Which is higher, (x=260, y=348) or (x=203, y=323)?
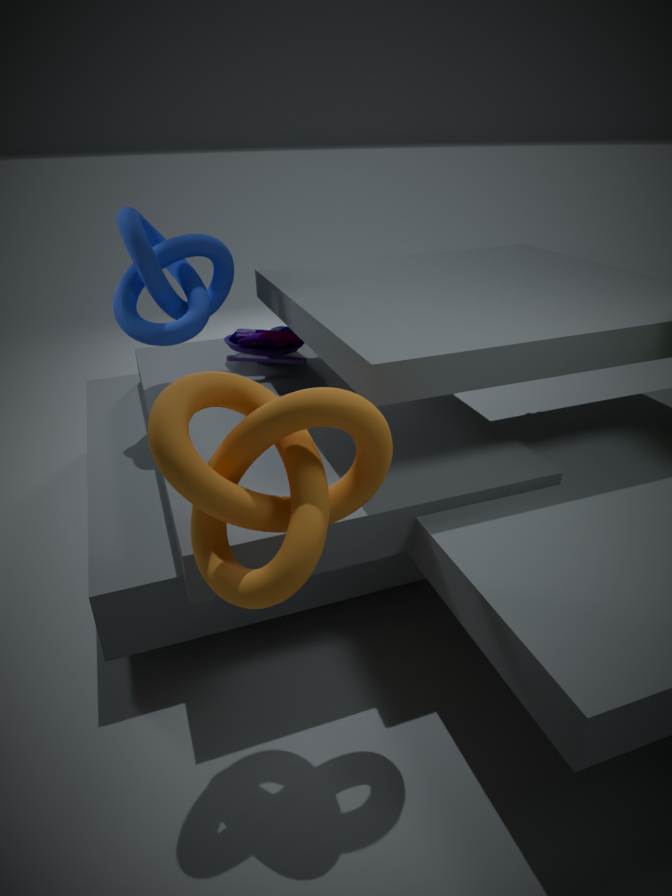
(x=203, y=323)
